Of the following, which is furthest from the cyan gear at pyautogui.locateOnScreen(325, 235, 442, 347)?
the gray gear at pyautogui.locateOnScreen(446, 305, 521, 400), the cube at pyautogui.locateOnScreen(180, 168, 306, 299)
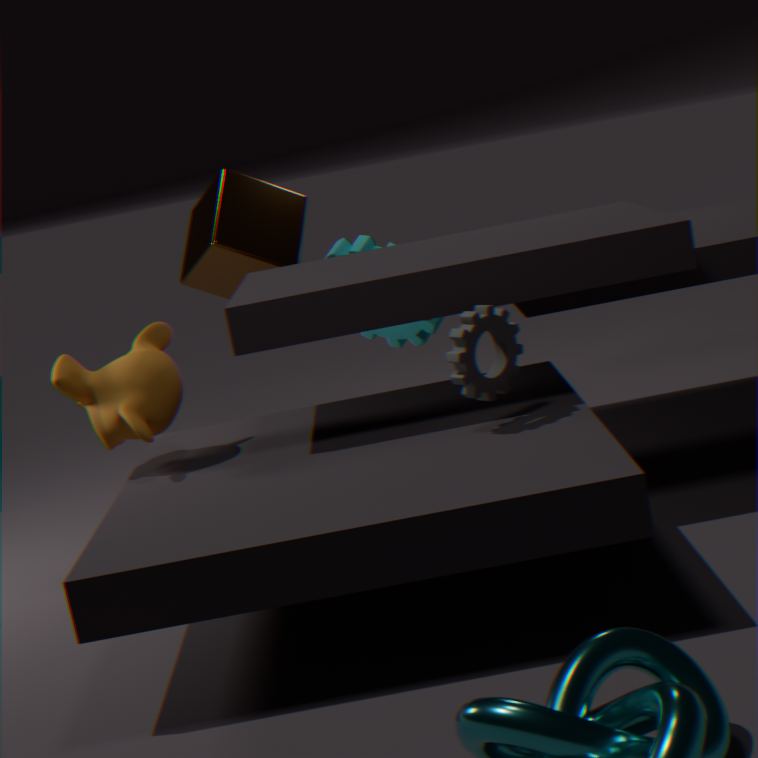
the gray gear at pyautogui.locateOnScreen(446, 305, 521, 400)
